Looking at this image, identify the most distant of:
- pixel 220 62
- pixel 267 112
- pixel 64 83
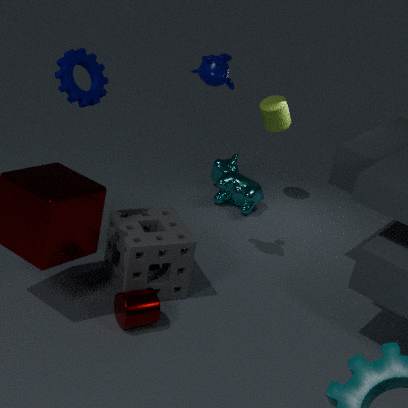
pixel 267 112
